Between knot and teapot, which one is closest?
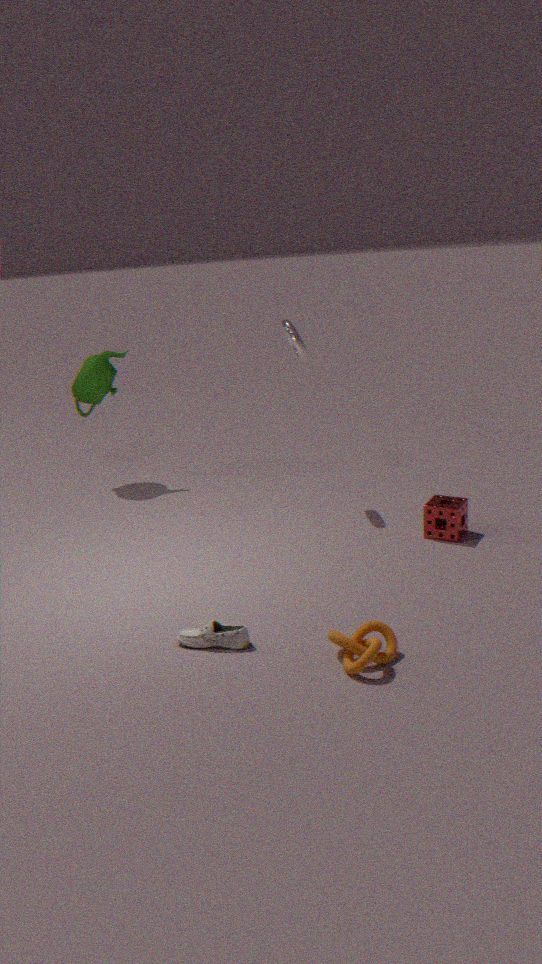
knot
